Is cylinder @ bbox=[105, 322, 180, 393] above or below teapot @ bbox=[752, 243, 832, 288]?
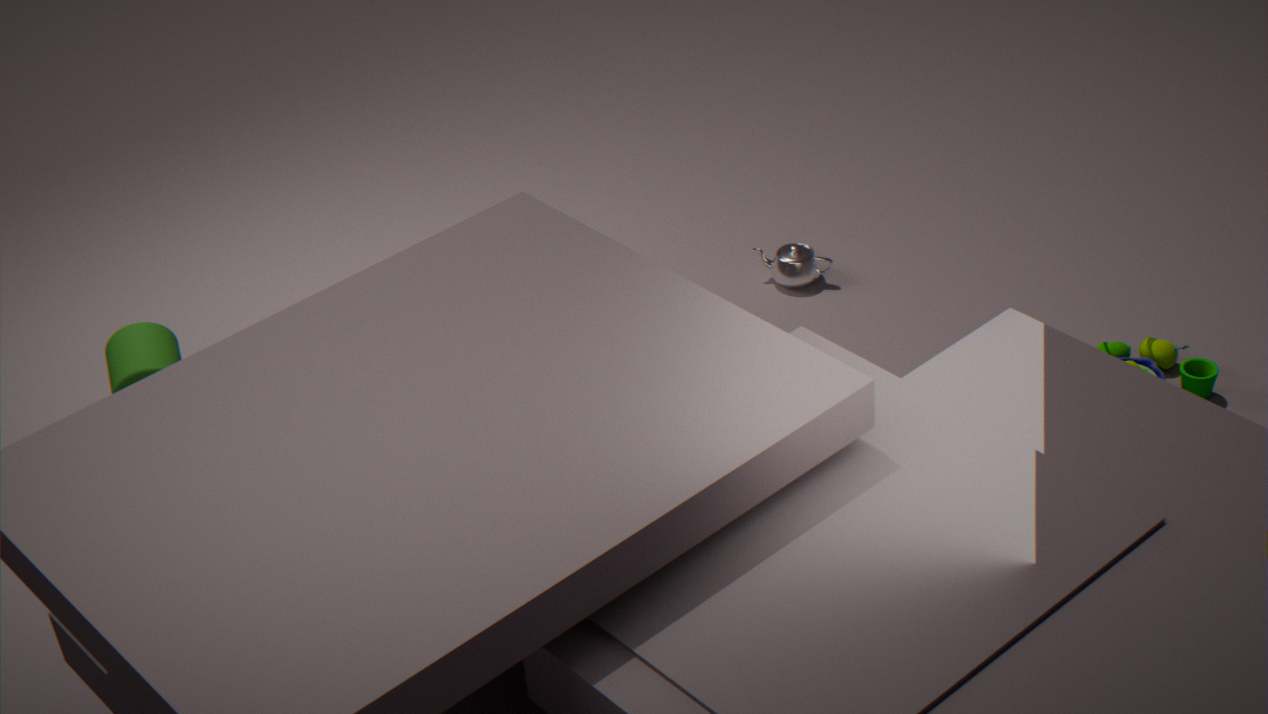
above
